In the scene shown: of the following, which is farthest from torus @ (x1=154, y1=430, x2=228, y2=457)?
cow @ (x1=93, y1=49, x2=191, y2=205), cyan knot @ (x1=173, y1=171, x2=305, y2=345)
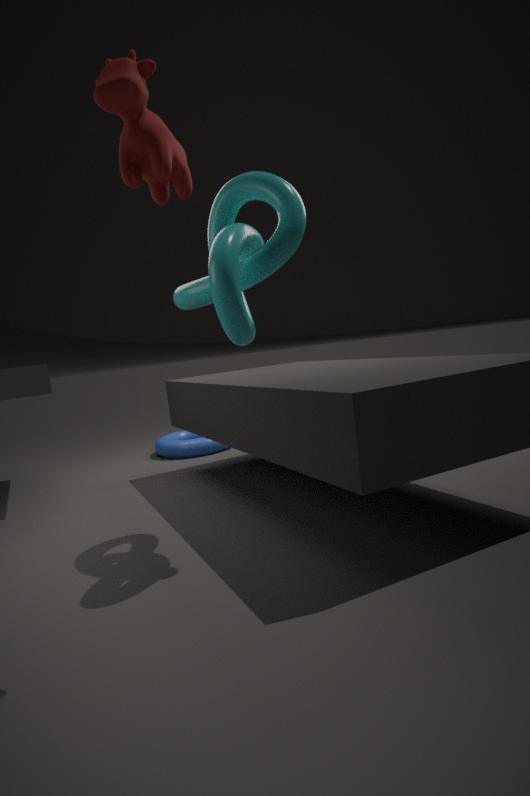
cow @ (x1=93, y1=49, x2=191, y2=205)
